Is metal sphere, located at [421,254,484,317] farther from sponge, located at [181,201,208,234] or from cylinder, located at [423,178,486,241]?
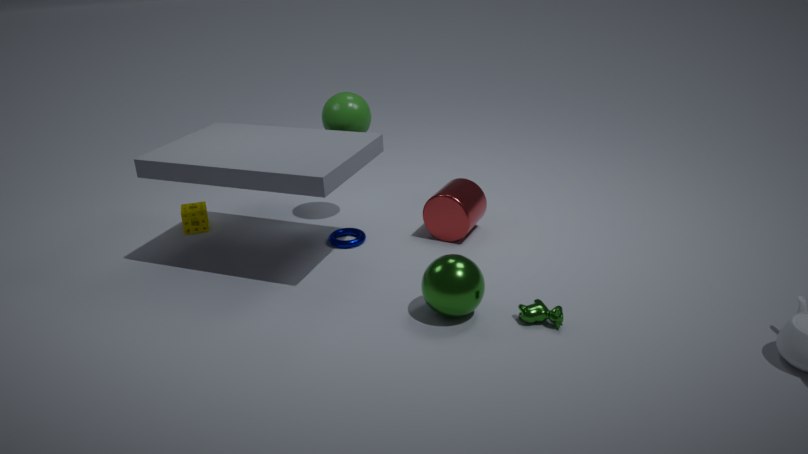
sponge, located at [181,201,208,234]
